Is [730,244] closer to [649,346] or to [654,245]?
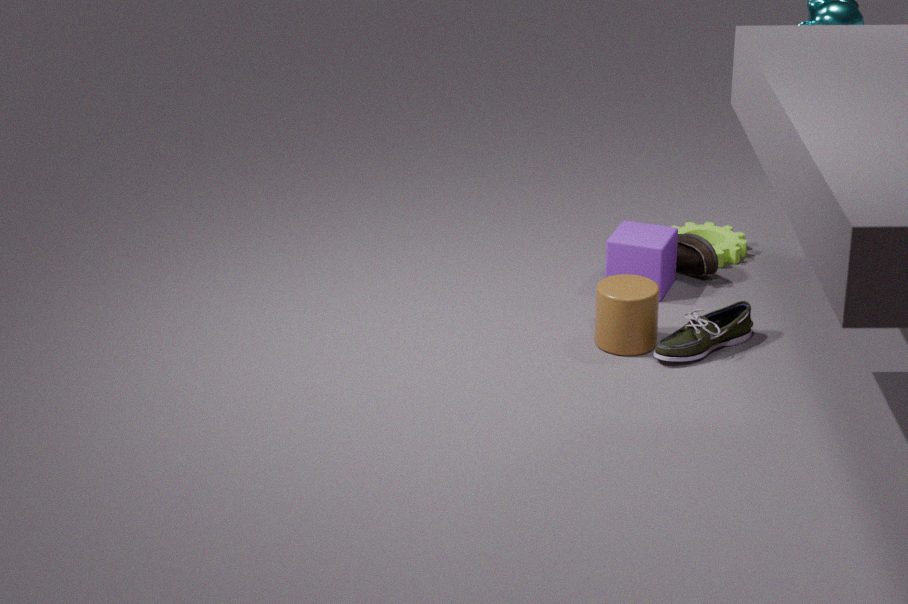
[654,245]
